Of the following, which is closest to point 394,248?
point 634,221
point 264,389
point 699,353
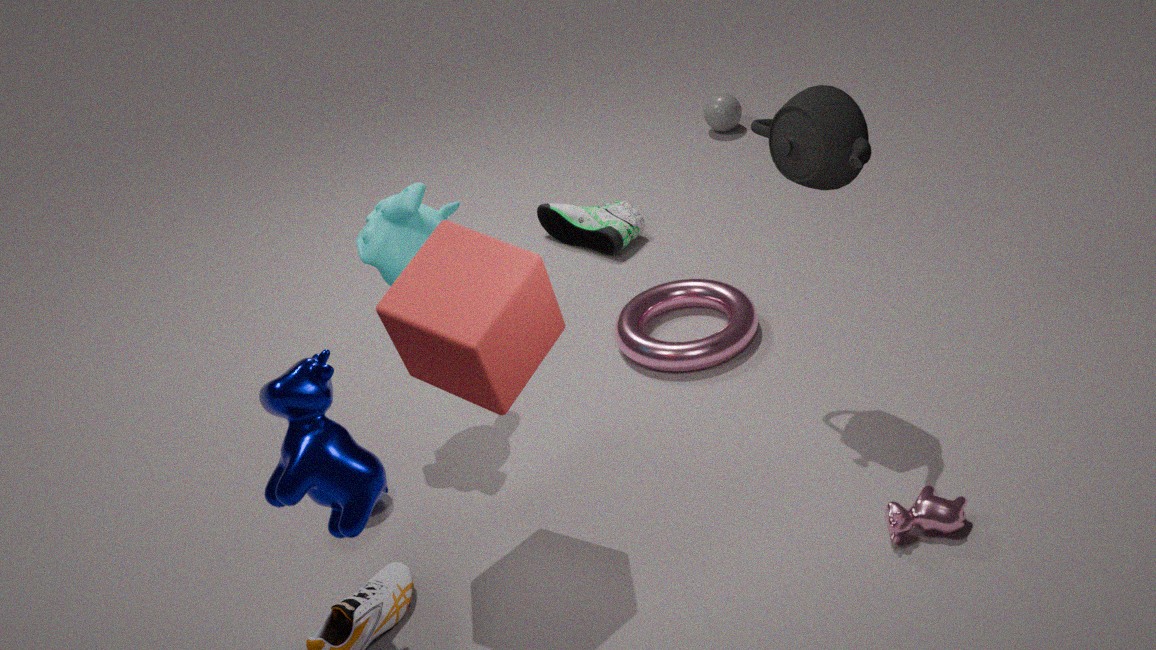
point 264,389
